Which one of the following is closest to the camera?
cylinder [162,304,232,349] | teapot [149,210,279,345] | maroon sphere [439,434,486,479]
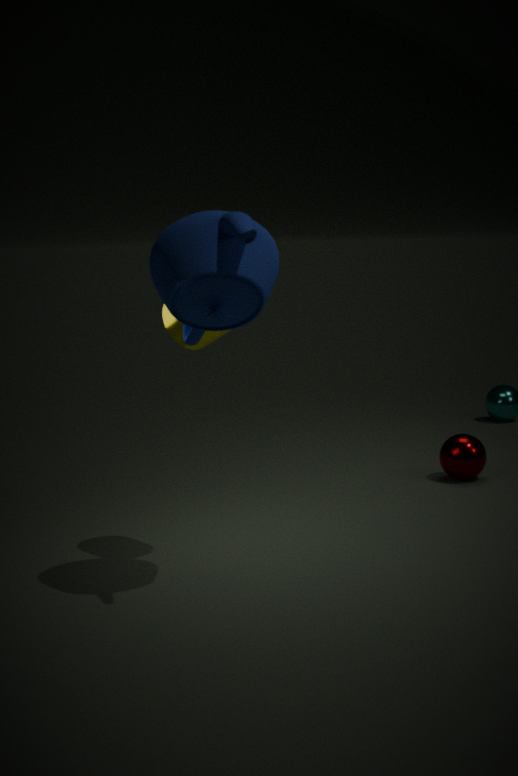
teapot [149,210,279,345]
